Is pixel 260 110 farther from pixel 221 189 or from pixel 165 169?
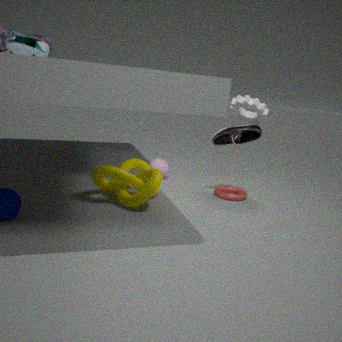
pixel 165 169
